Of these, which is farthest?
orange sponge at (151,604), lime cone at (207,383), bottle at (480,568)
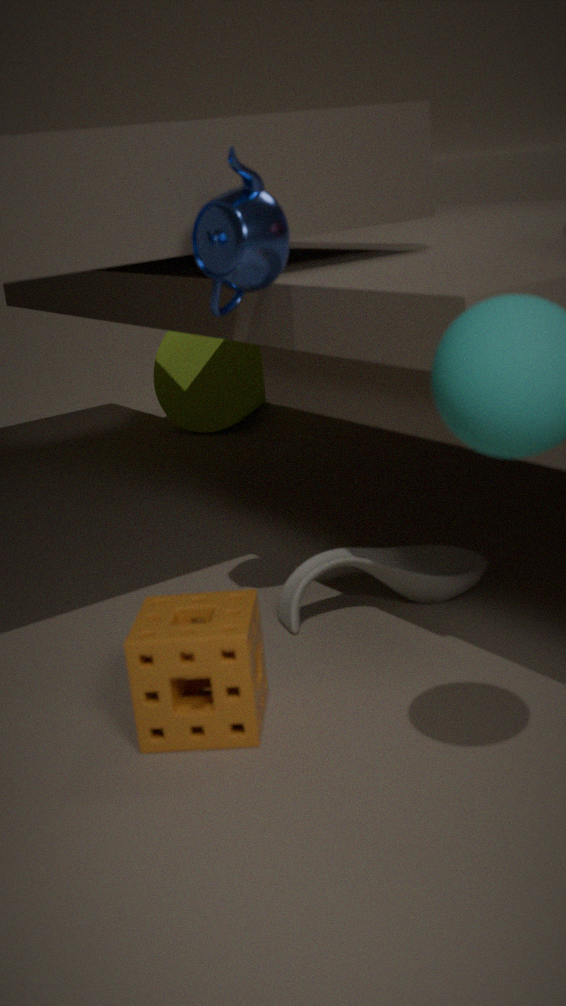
lime cone at (207,383)
